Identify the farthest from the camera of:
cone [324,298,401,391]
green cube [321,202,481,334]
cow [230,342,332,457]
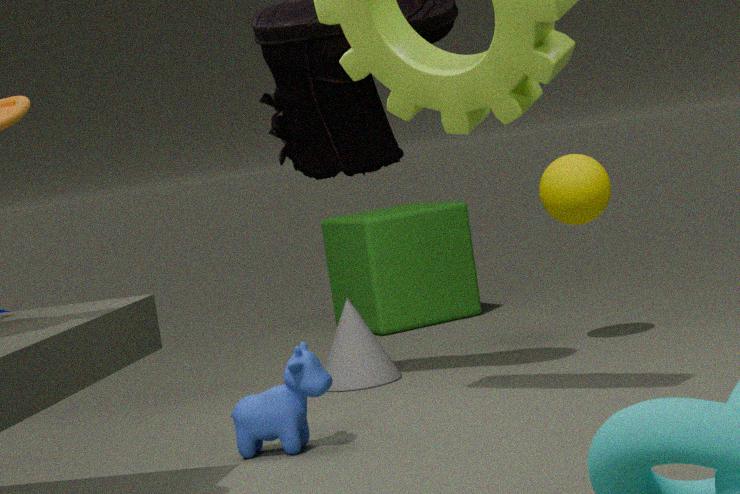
green cube [321,202,481,334]
